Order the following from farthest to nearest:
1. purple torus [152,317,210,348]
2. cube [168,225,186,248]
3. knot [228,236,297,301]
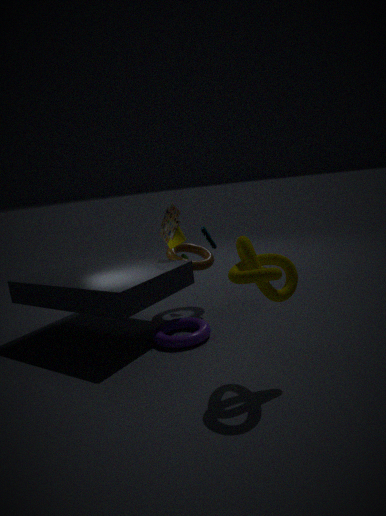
cube [168,225,186,248] < purple torus [152,317,210,348] < knot [228,236,297,301]
